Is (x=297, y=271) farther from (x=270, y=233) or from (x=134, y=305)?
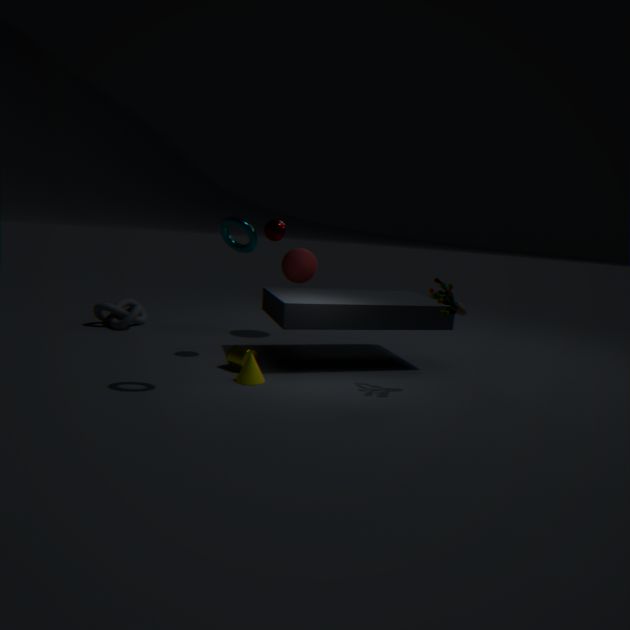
(x=134, y=305)
